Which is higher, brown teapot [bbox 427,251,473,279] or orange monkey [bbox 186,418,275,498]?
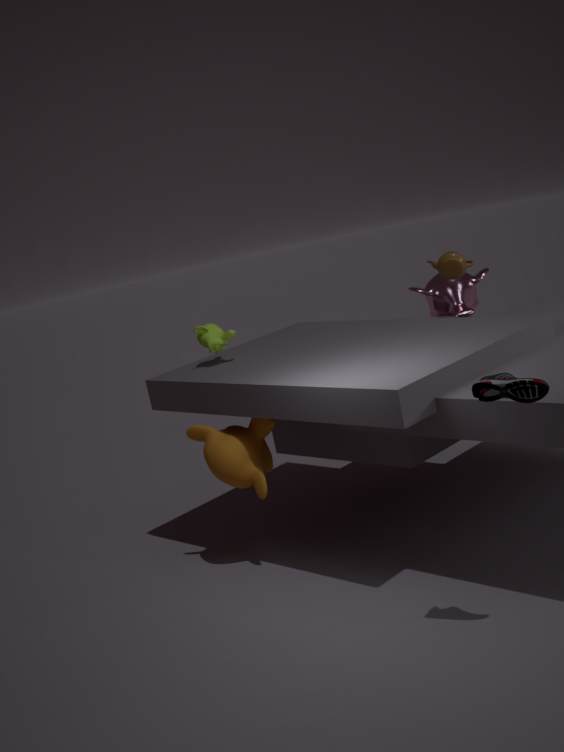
brown teapot [bbox 427,251,473,279]
